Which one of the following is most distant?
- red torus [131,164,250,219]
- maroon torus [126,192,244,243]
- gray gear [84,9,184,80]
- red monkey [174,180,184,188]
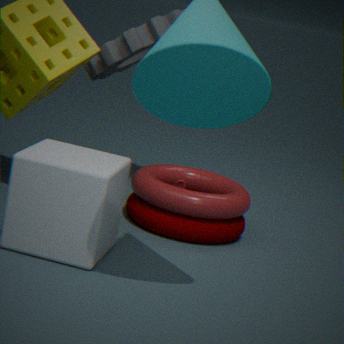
gray gear [84,9,184,80]
